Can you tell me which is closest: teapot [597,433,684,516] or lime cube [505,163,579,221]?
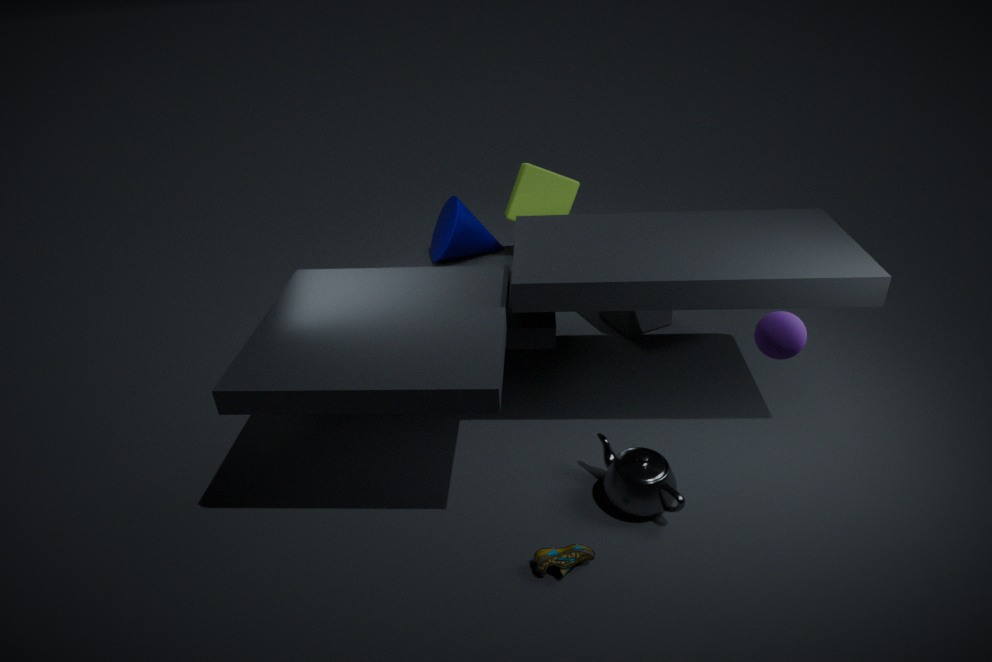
teapot [597,433,684,516]
